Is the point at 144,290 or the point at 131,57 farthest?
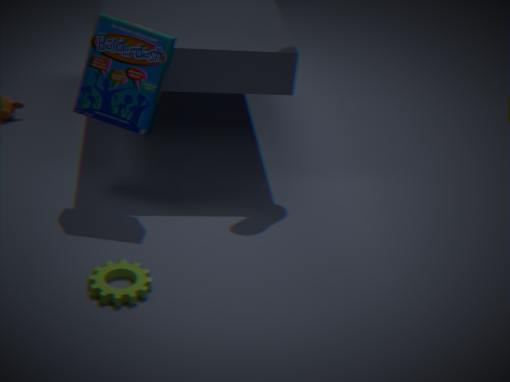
the point at 131,57
